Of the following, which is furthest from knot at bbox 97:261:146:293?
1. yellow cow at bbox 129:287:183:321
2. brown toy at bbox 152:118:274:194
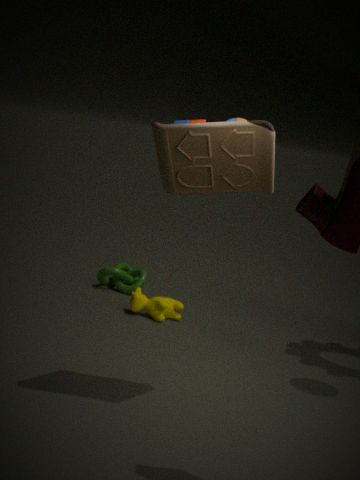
brown toy at bbox 152:118:274:194
